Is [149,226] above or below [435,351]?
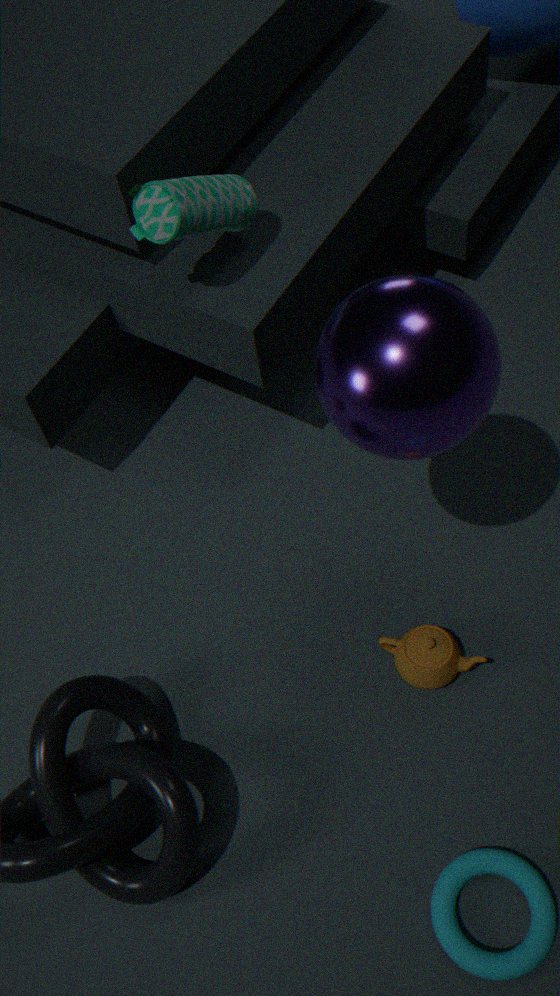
below
